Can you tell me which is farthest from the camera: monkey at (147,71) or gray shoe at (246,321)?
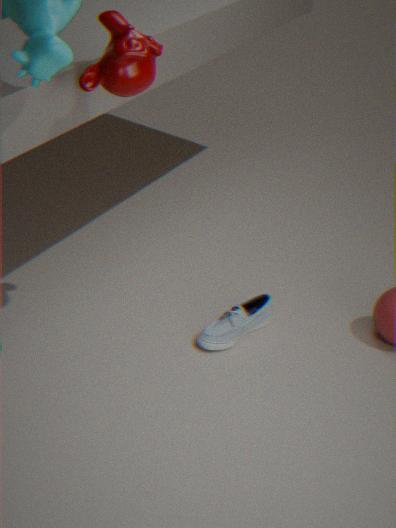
gray shoe at (246,321)
